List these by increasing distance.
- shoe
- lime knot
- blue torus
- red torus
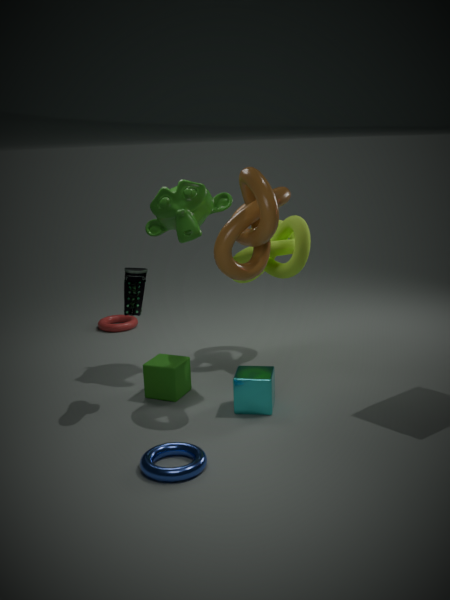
blue torus < shoe < lime knot < red torus
